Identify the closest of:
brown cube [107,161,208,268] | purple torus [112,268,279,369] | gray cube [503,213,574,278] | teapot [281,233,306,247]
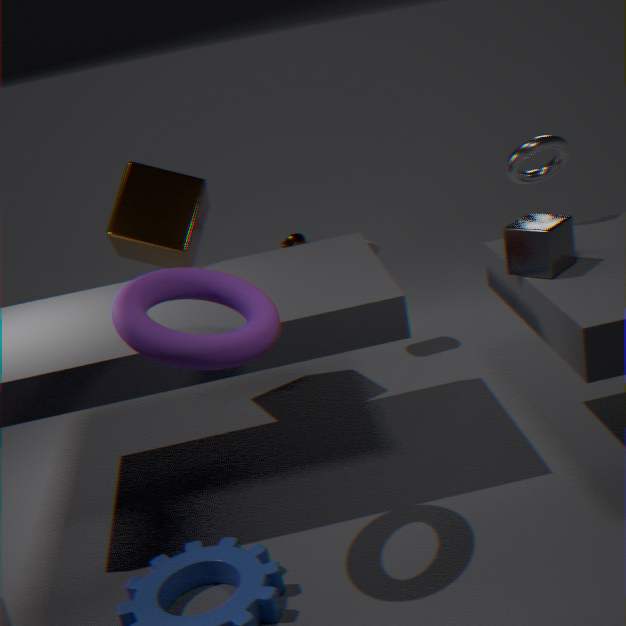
purple torus [112,268,279,369]
